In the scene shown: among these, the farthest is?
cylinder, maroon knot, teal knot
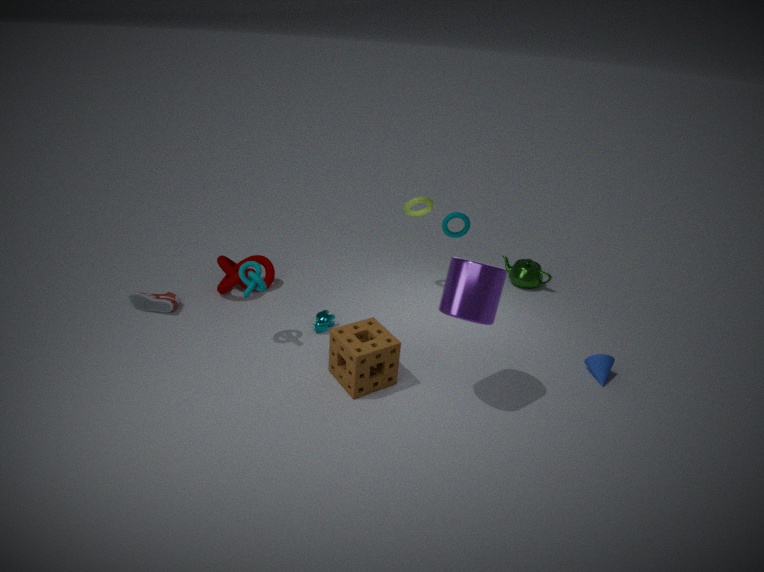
maroon knot
